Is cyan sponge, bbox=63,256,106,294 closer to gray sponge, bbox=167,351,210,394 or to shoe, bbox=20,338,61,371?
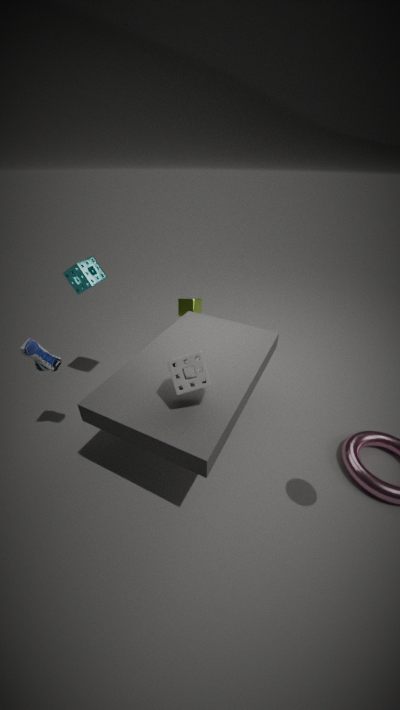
shoe, bbox=20,338,61,371
